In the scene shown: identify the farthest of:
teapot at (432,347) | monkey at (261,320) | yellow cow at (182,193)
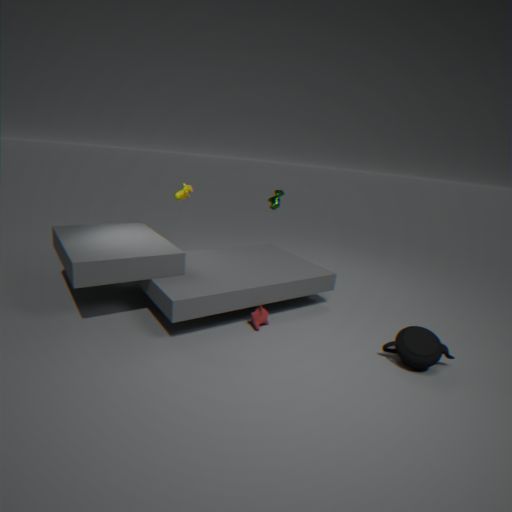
yellow cow at (182,193)
